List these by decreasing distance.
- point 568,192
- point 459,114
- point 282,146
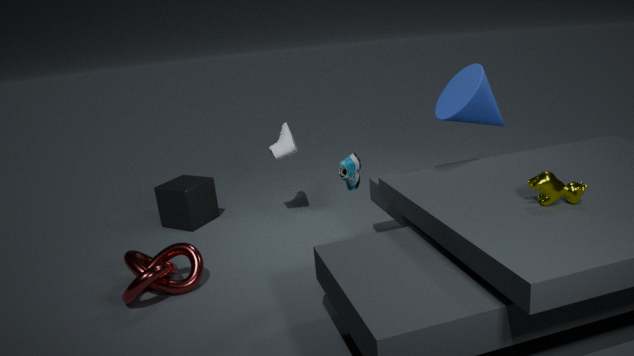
point 282,146, point 459,114, point 568,192
